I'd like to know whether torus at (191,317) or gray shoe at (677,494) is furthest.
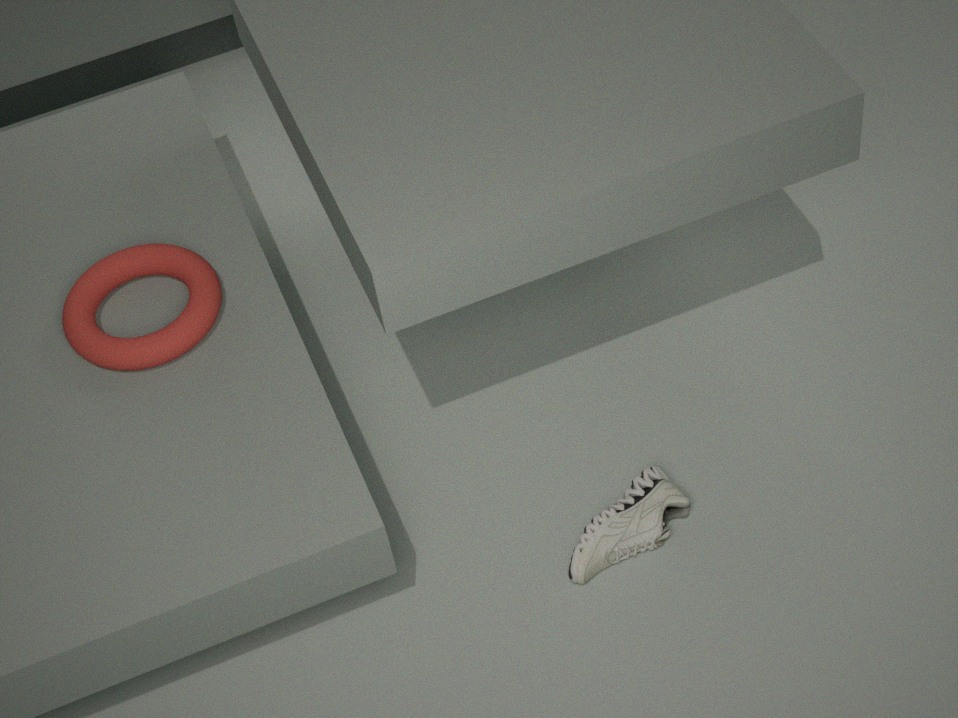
torus at (191,317)
